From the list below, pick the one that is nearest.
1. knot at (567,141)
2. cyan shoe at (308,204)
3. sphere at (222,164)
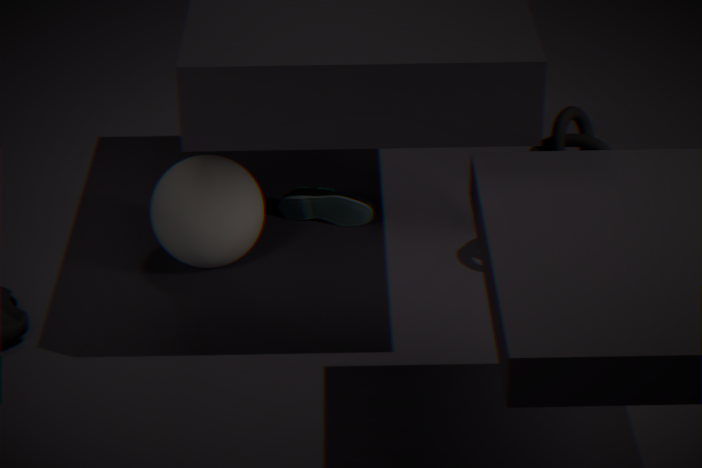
knot at (567,141)
